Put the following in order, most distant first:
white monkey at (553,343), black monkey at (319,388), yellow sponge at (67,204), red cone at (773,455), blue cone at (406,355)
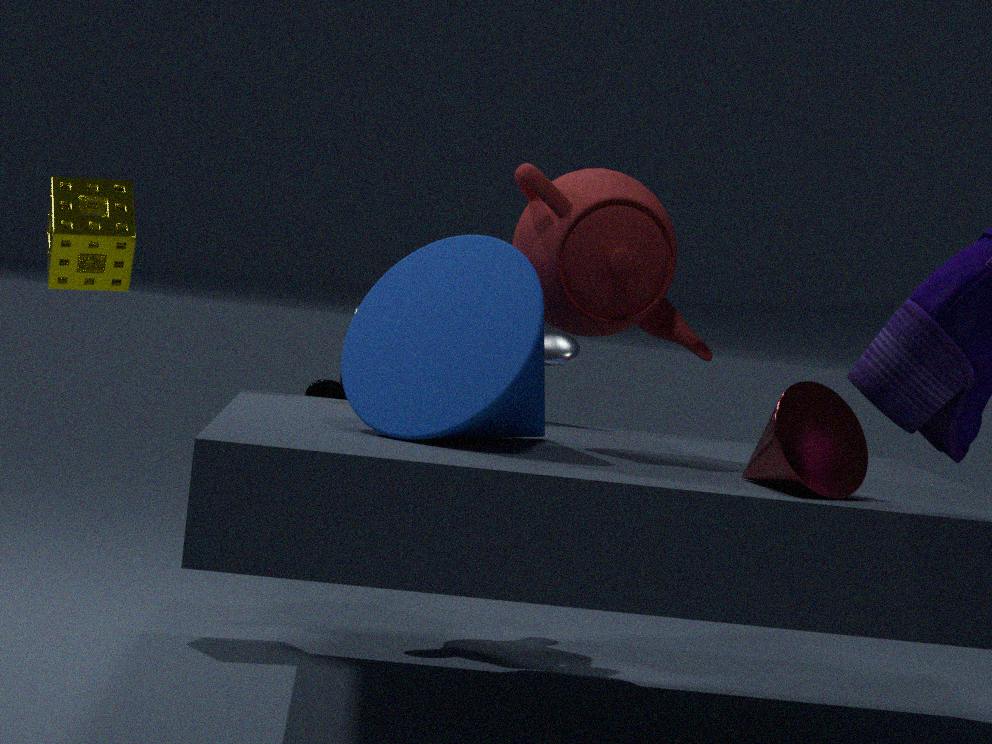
black monkey at (319,388) → white monkey at (553,343) → yellow sponge at (67,204) → blue cone at (406,355) → red cone at (773,455)
